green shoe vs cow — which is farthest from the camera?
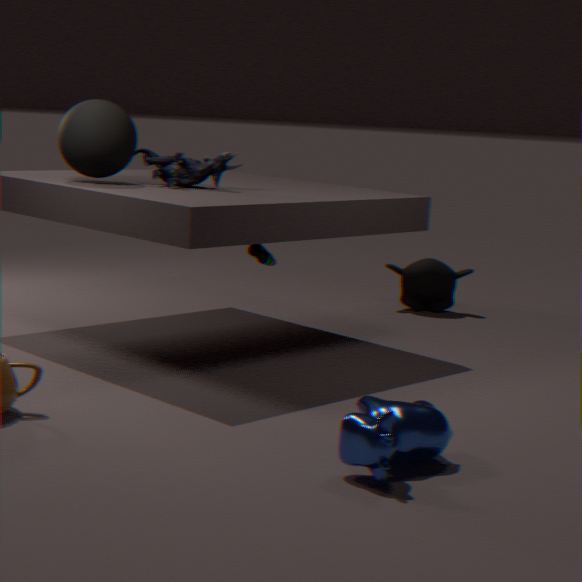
green shoe
